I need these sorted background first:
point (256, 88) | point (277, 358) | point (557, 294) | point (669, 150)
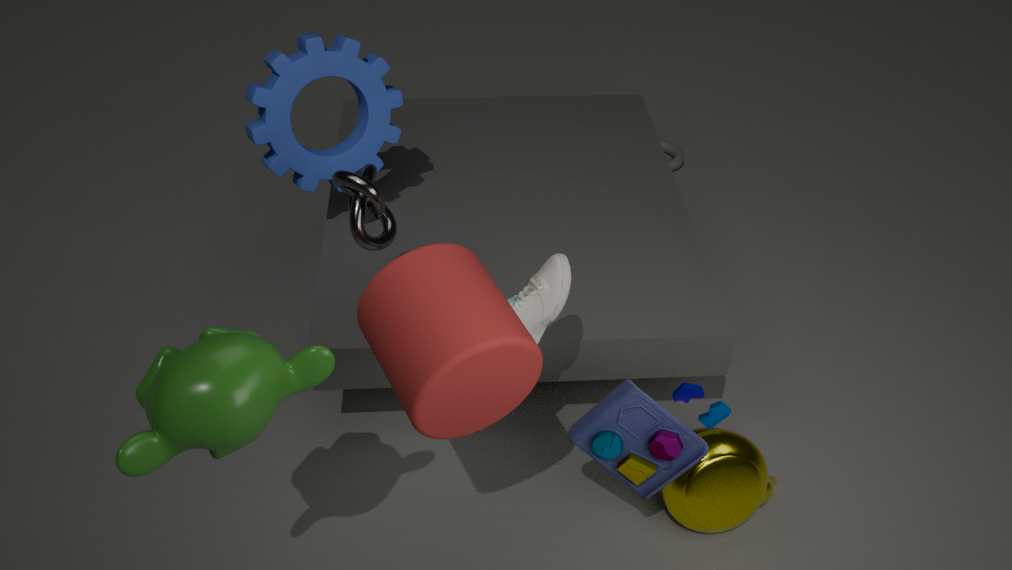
point (669, 150), point (256, 88), point (557, 294), point (277, 358)
